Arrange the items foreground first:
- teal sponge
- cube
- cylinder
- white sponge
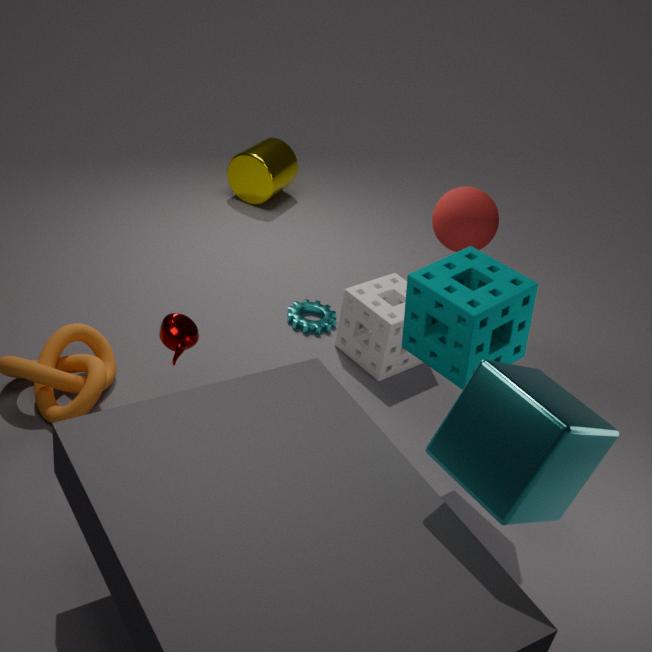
cube < teal sponge < white sponge < cylinder
